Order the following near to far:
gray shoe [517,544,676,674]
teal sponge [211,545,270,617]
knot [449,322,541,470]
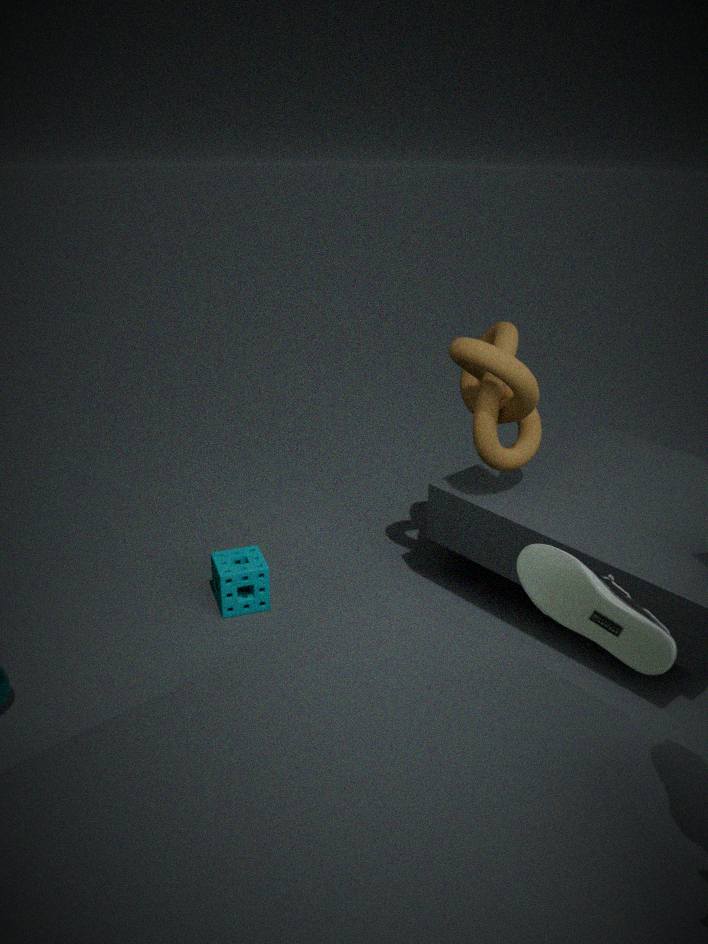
gray shoe [517,544,676,674] < knot [449,322,541,470] < teal sponge [211,545,270,617]
